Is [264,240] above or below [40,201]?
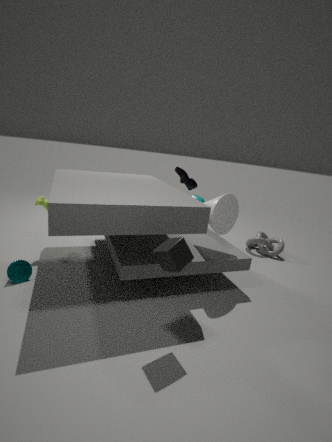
below
